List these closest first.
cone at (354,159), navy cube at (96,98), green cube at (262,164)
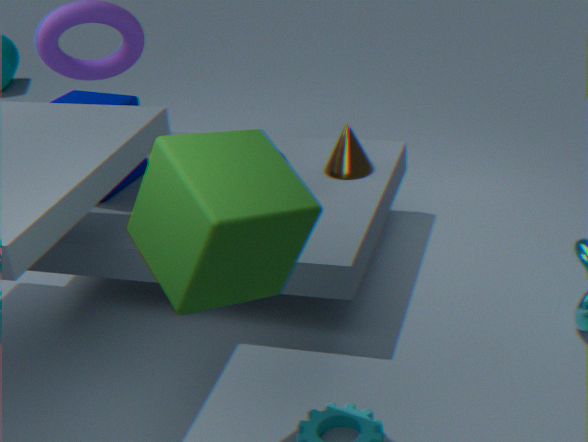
green cube at (262,164)
cone at (354,159)
navy cube at (96,98)
